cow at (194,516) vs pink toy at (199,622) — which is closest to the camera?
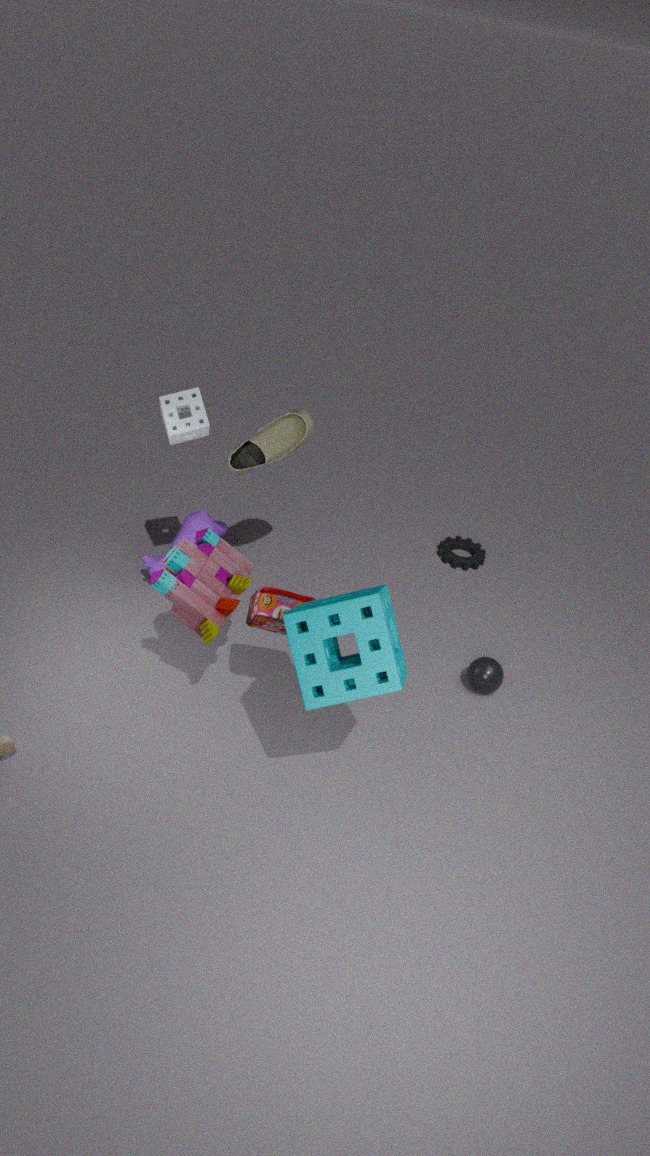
pink toy at (199,622)
